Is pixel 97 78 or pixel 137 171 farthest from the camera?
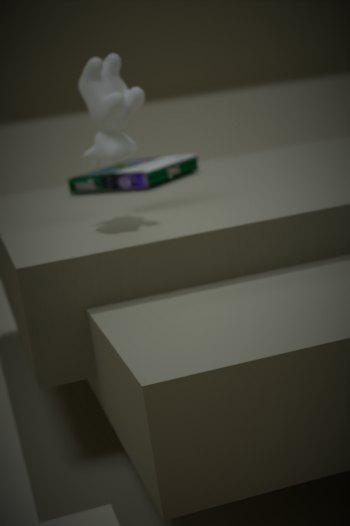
pixel 137 171
